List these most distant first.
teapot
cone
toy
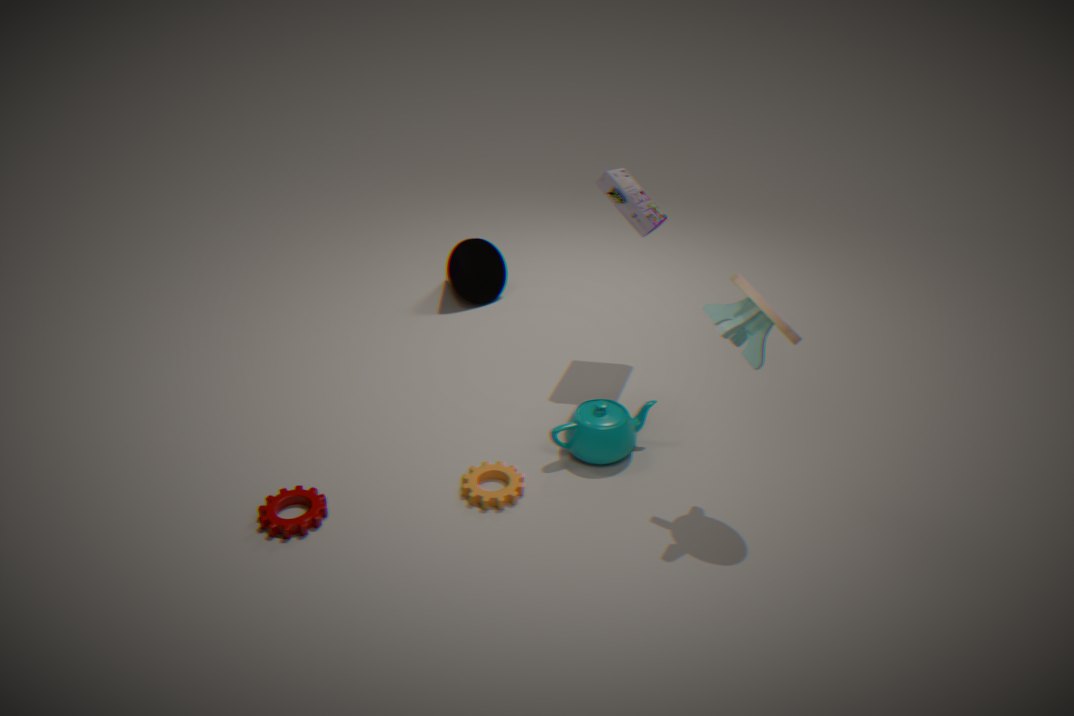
cone
teapot
toy
